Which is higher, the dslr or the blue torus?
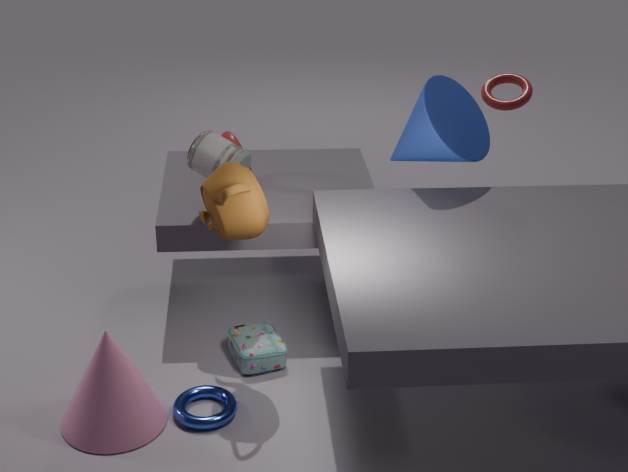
the dslr
